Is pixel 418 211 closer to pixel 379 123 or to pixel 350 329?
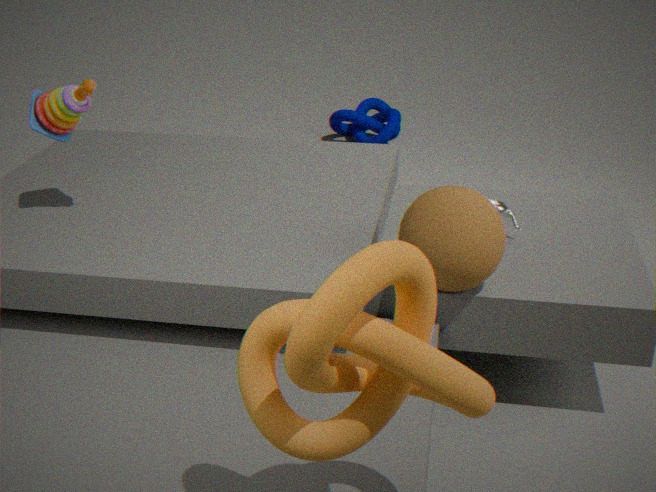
pixel 350 329
